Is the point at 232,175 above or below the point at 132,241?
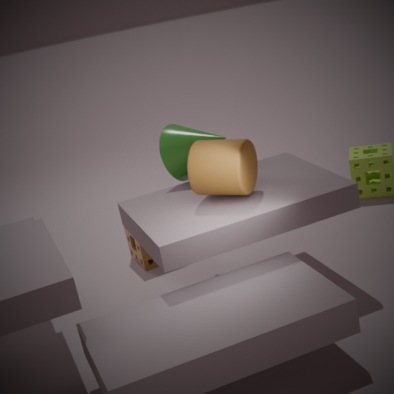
above
